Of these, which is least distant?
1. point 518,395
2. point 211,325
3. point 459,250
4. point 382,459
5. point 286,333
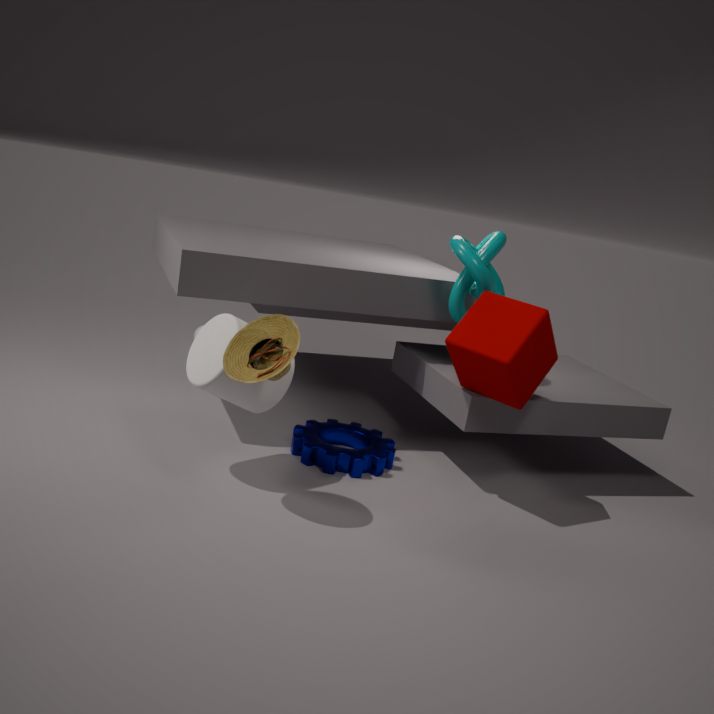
point 286,333
